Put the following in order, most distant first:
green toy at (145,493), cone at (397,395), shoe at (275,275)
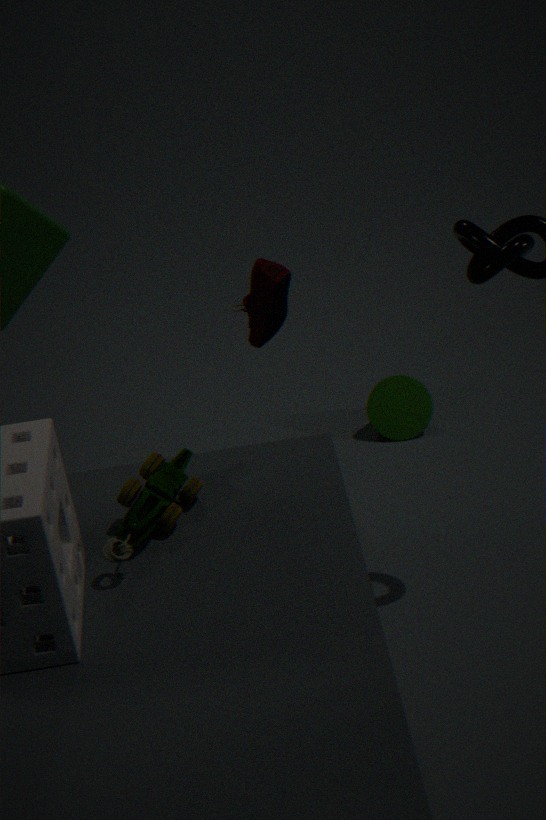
cone at (397,395) < shoe at (275,275) < green toy at (145,493)
